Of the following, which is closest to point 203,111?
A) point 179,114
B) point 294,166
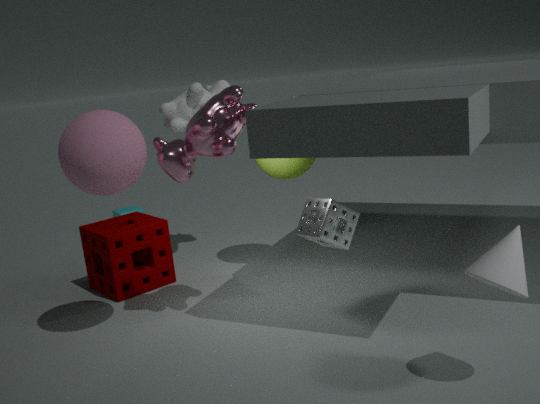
point 294,166
